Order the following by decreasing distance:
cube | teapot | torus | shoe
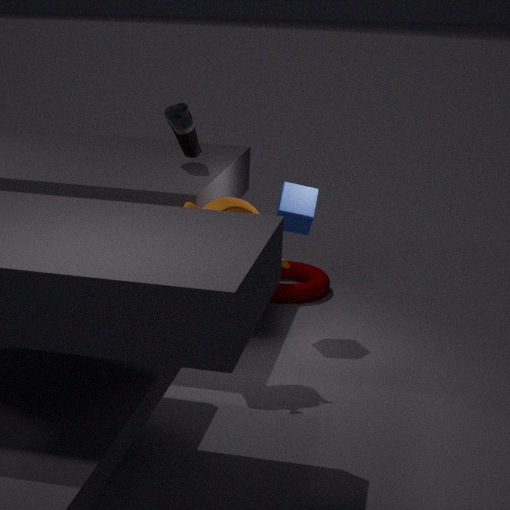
torus < cube < shoe < teapot
